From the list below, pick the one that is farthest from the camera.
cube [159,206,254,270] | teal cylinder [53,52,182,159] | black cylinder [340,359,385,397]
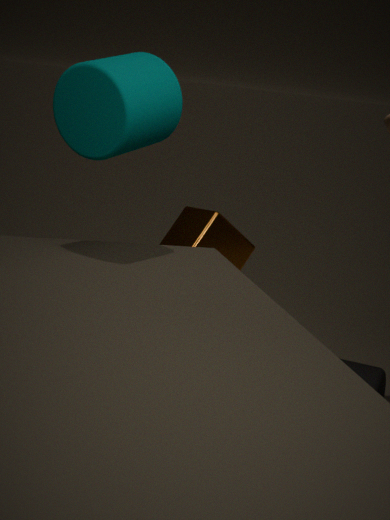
cube [159,206,254,270]
